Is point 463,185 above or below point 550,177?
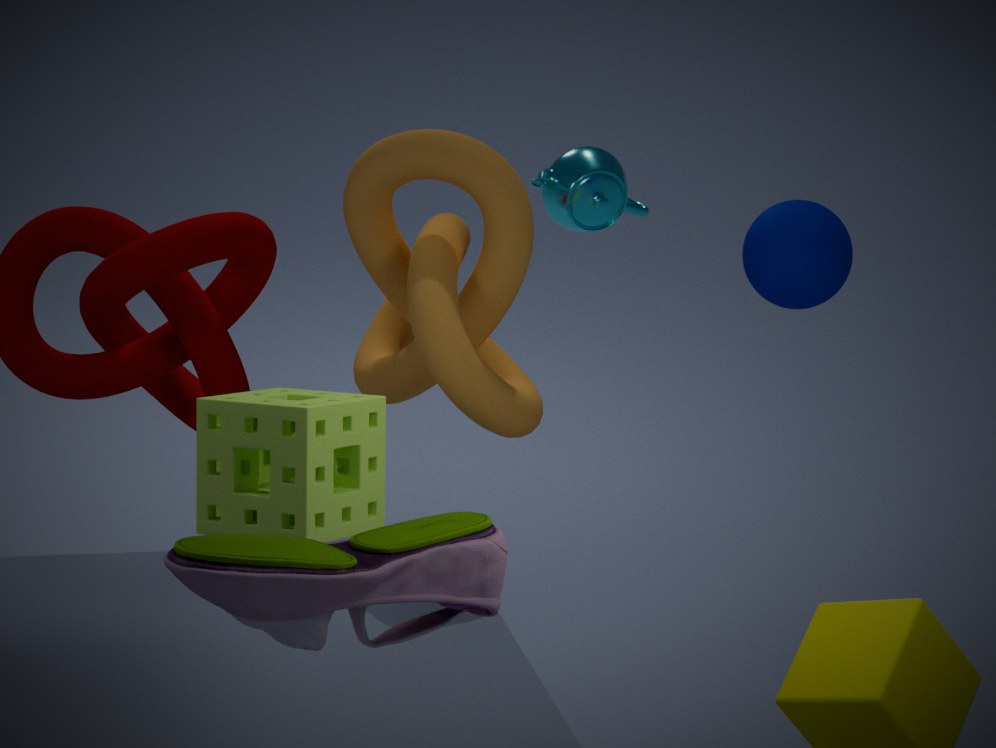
below
